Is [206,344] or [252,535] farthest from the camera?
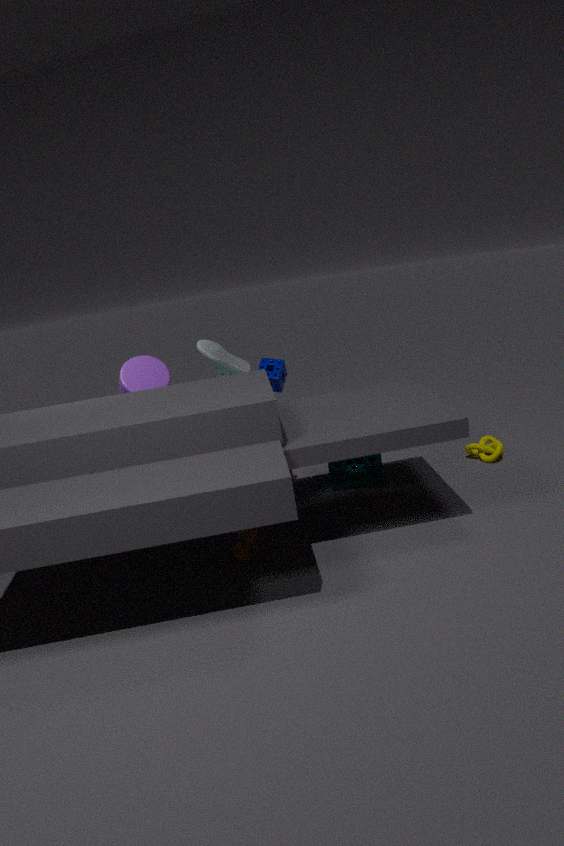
[206,344]
